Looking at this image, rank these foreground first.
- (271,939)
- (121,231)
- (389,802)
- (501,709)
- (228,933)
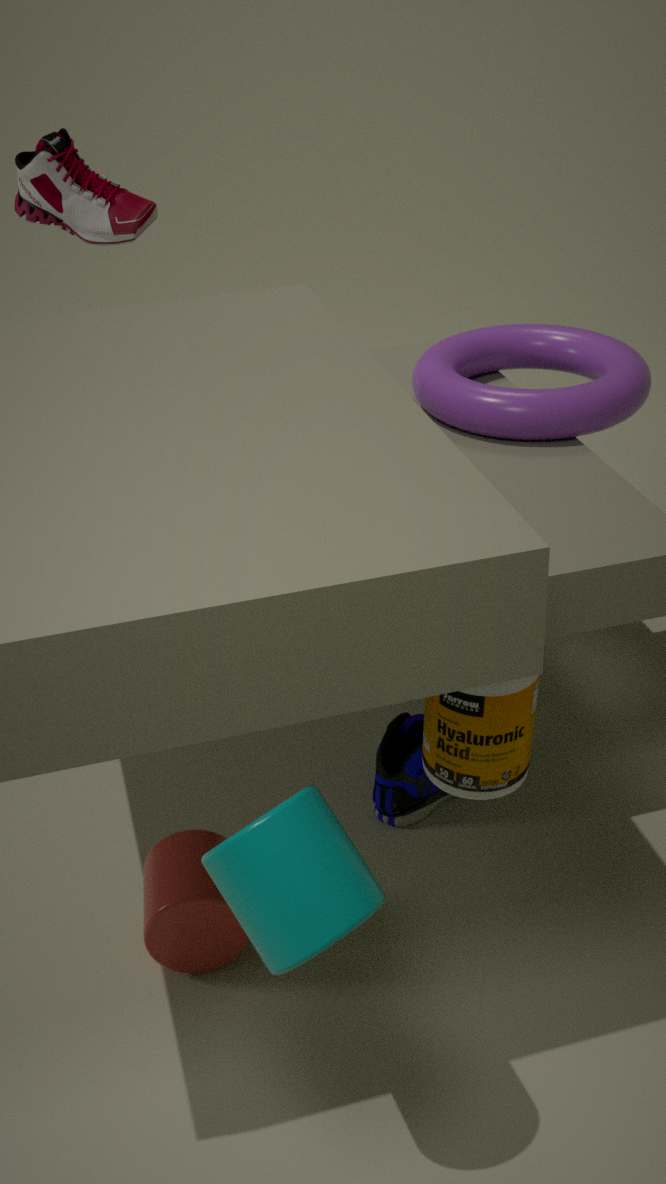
(271,939) → (501,709) → (228,933) → (389,802) → (121,231)
